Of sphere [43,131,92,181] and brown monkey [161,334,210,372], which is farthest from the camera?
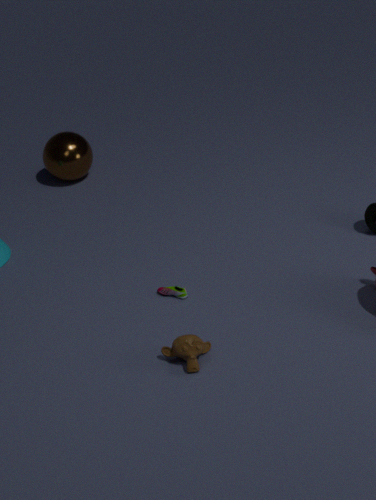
sphere [43,131,92,181]
